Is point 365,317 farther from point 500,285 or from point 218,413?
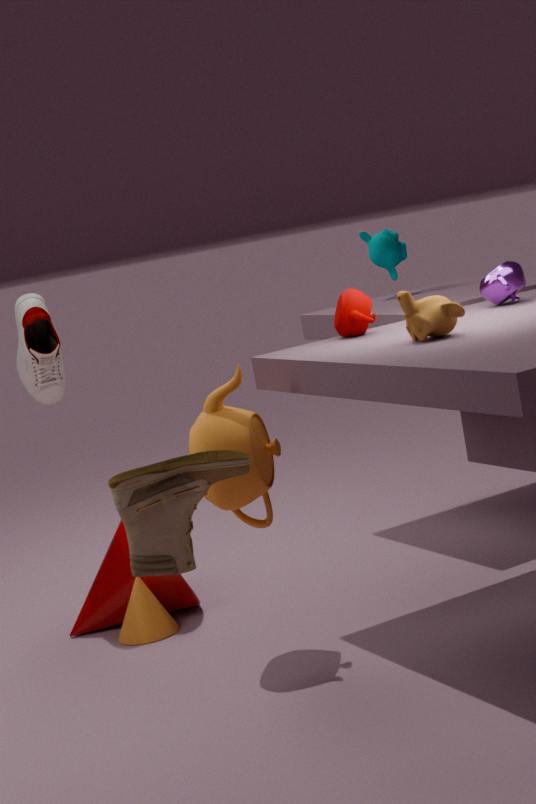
point 218,413
